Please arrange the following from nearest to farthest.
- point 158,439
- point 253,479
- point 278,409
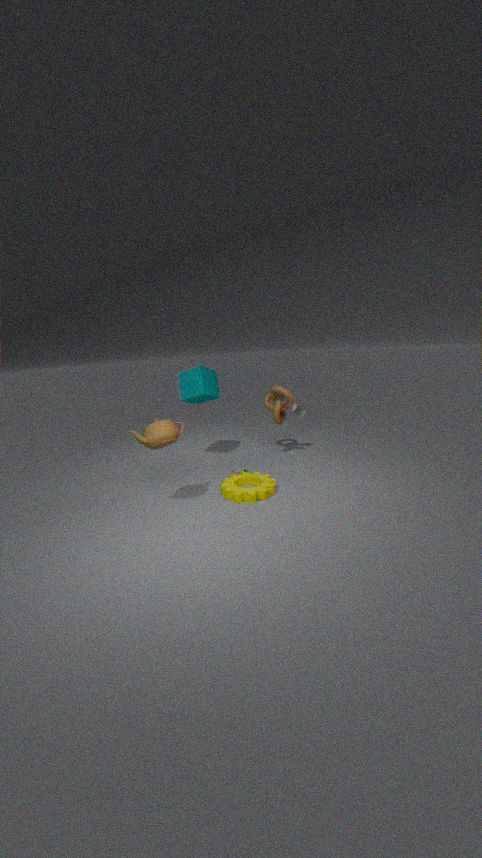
point 158,439 → point 253,479 → point 278,409
